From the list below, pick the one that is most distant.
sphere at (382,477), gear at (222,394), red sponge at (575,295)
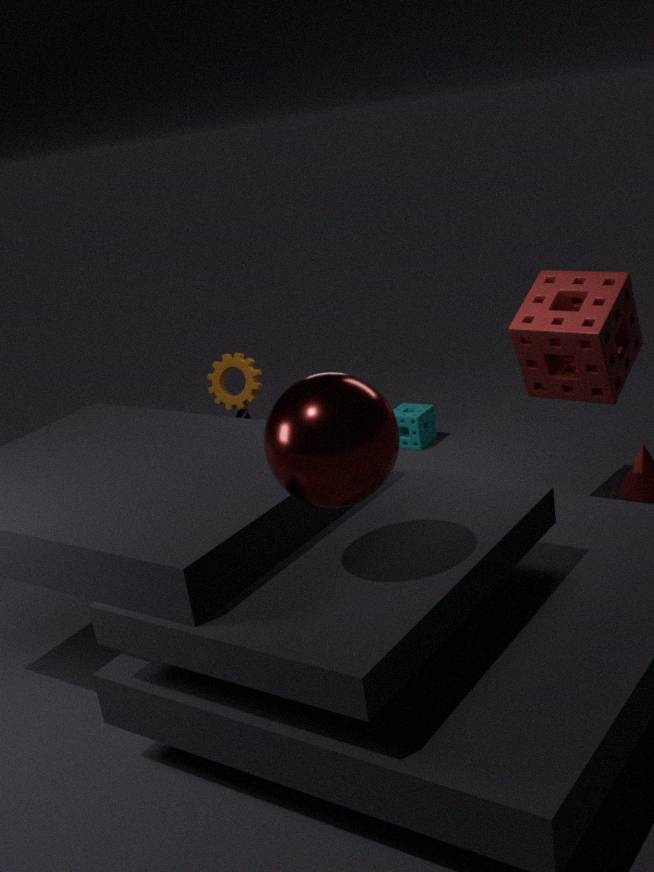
gear at (222,394)
